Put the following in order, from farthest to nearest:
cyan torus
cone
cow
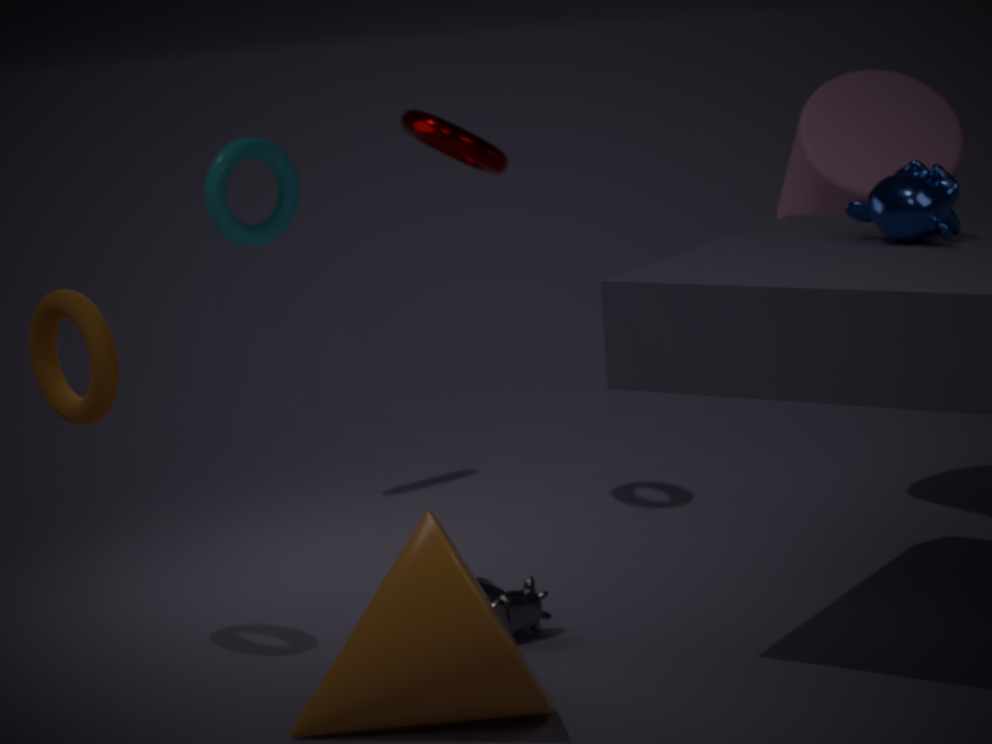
1. cyan torus
2. cow
3. cone
